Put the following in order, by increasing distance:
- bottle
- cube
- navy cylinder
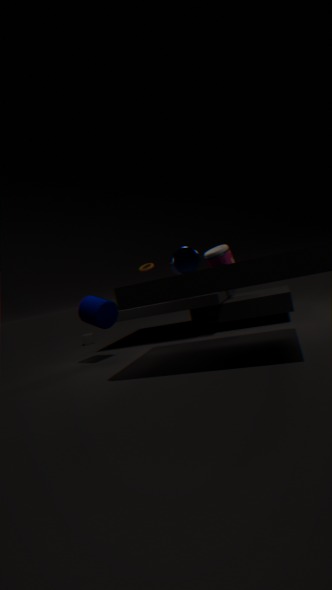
navy cylinder, bottle, cube
